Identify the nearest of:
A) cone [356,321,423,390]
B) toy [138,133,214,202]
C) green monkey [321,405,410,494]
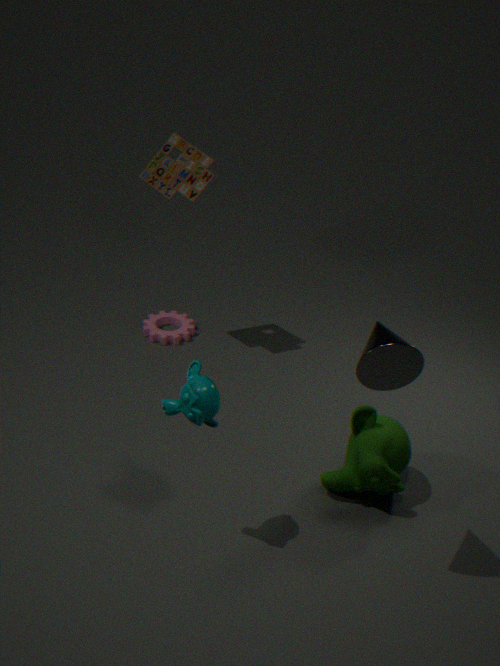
cone [356,321,423,390]
